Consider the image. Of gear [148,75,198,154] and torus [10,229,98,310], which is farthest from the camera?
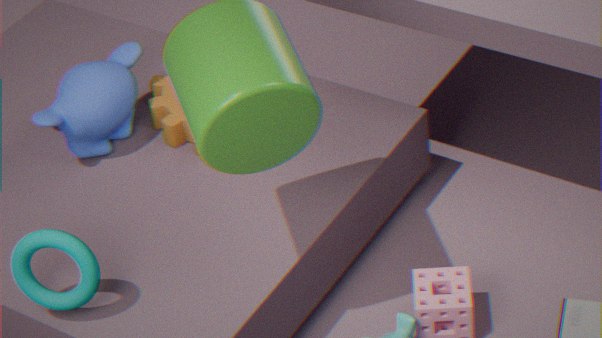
gear [148,75,198,154]
